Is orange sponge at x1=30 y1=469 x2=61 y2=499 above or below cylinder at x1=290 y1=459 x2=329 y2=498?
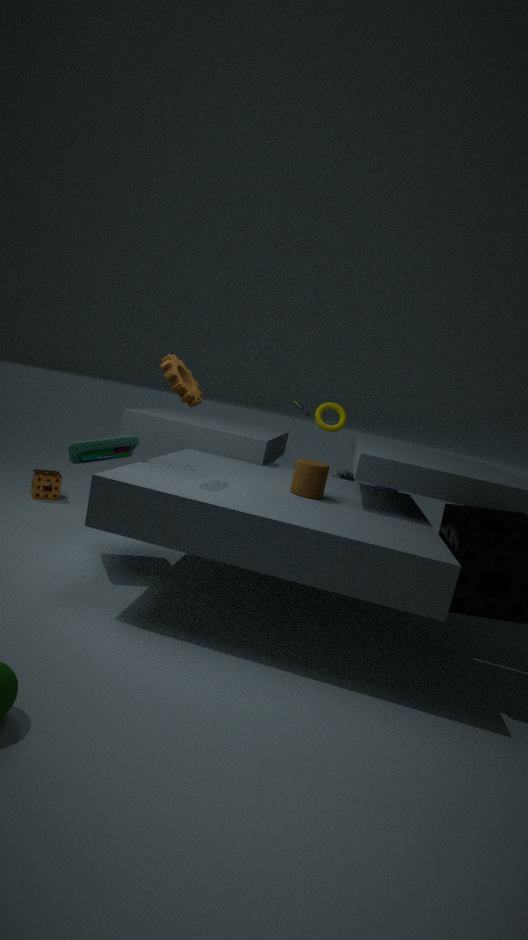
below
